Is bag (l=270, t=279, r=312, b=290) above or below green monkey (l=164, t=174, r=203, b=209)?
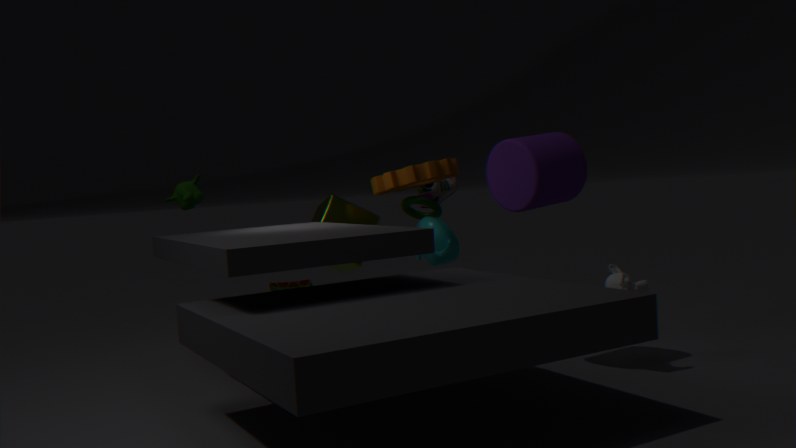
below
